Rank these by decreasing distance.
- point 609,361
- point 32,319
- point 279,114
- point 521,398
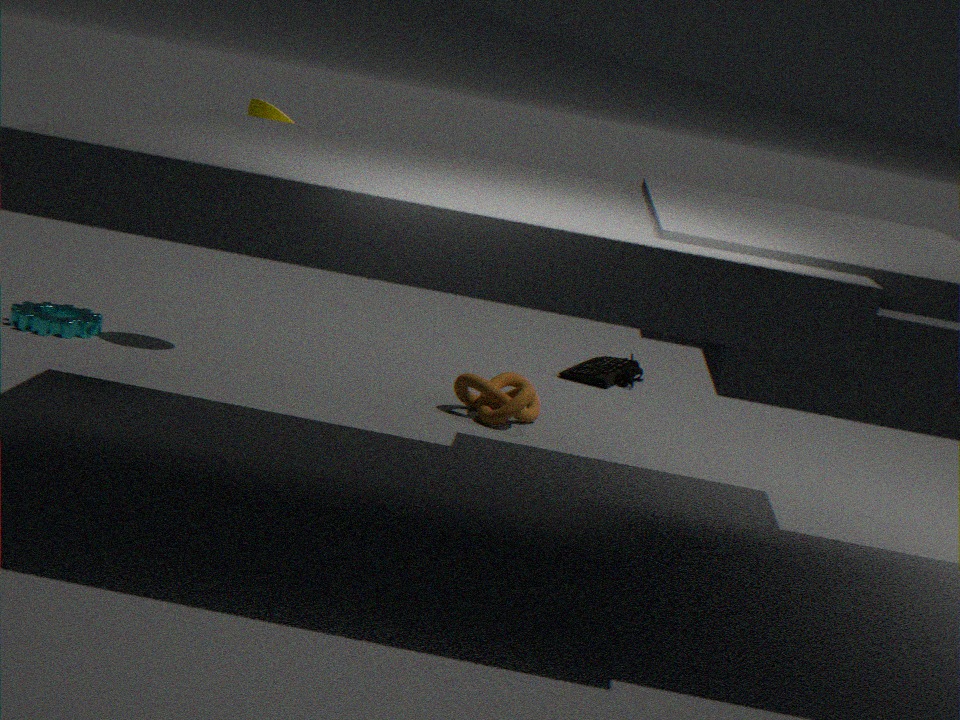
1. point 609,361
2. point 32,319
3. point 279,114
4. point 521,398
